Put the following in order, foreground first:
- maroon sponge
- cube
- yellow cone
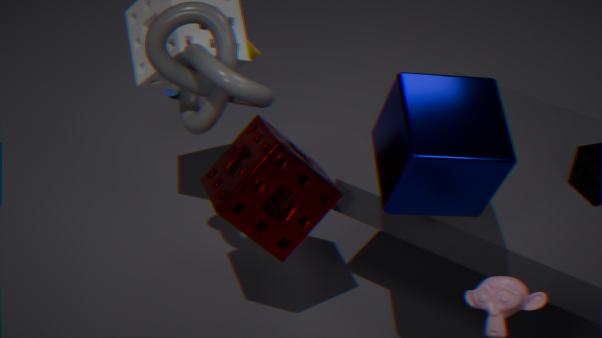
cube, maroon sponge, yellow cone
